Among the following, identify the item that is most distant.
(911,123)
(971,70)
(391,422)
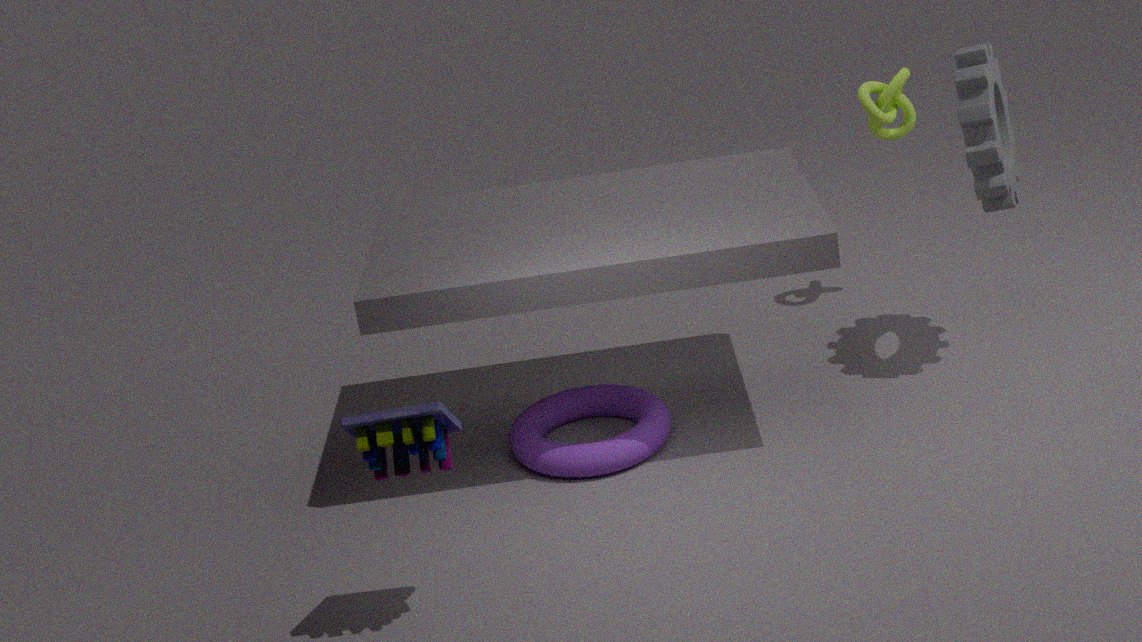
(911,123)
